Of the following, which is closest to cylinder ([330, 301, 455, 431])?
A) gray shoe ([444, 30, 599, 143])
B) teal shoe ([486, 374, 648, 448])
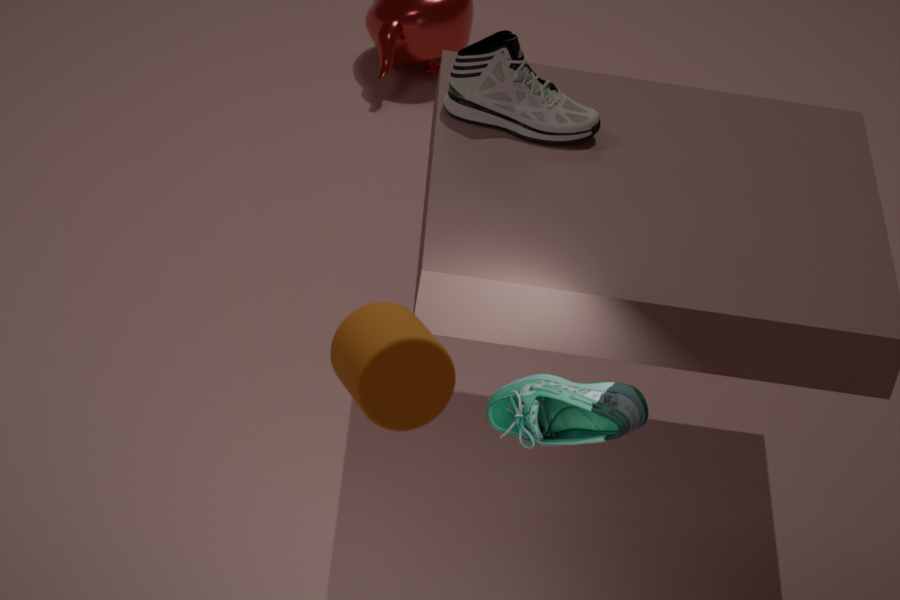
teal shoe ([486, 374, 648, 448])
